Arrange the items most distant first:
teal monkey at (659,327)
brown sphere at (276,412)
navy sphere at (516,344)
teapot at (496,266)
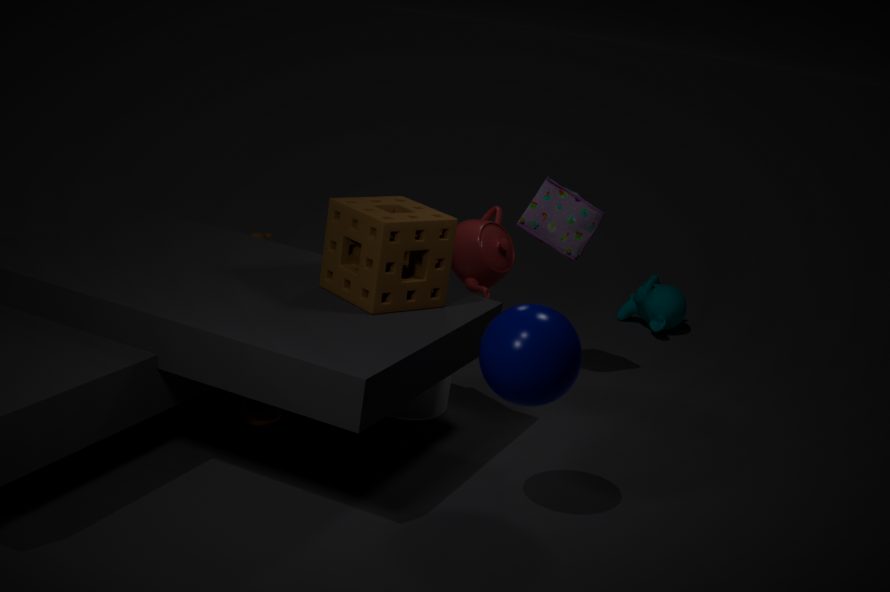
teal monkey at (659,327)
teapot at (496,266)
brown sphere at (276,412)
navy sphere at (516,344)
